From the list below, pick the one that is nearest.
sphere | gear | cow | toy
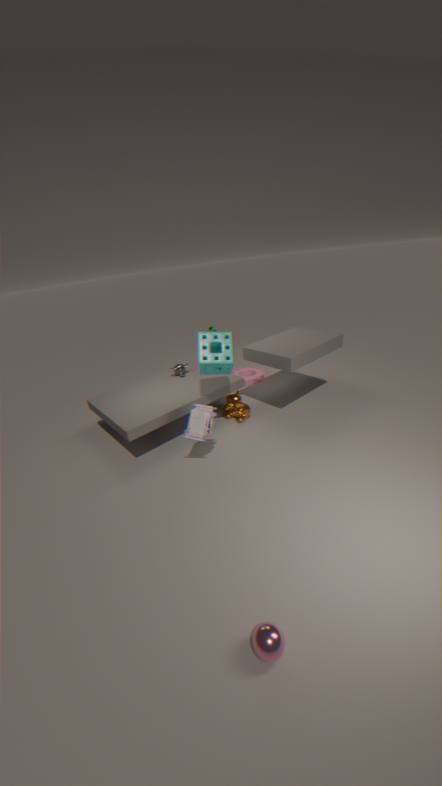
sphere
